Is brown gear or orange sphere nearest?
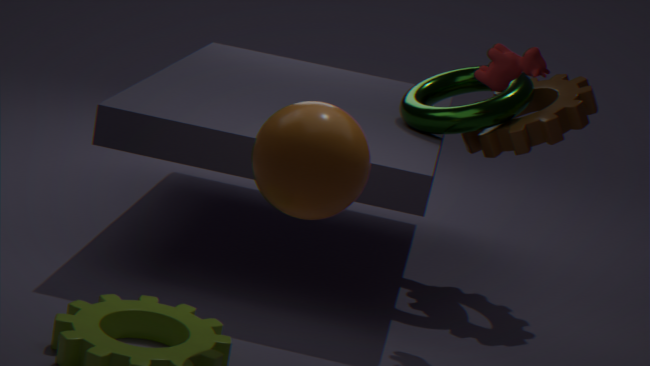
orange sphere
